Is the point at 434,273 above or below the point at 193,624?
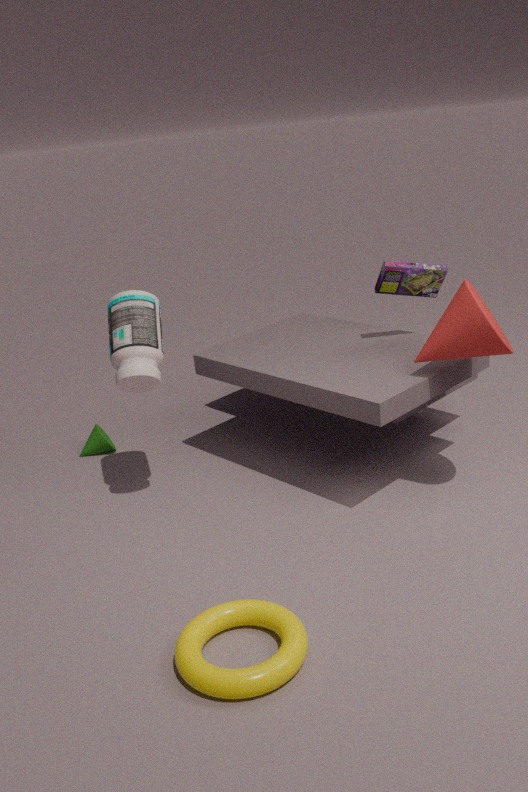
above
